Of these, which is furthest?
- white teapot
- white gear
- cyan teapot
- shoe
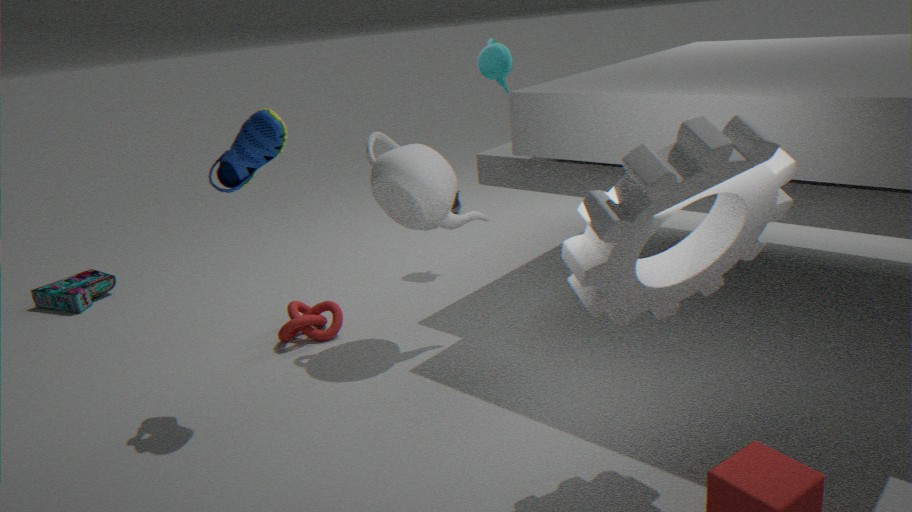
cyan teapot
